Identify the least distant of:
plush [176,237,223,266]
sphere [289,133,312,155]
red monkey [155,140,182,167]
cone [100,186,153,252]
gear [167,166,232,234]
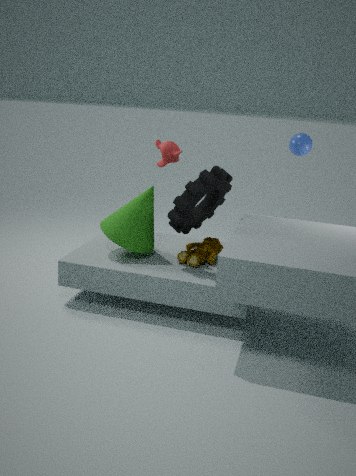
gear [167,166,232,234]
